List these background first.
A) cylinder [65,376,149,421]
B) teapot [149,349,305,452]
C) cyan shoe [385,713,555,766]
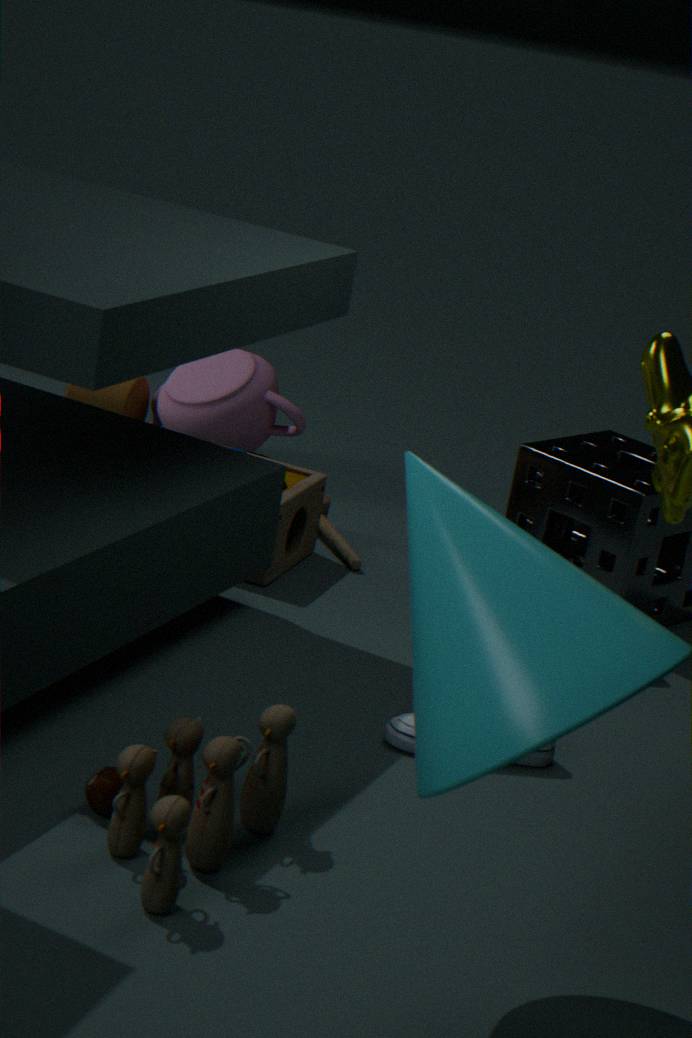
cylinder [65,376,149,421], teapot [149,349,305,452], cyan shoe [385,713,555,766]
